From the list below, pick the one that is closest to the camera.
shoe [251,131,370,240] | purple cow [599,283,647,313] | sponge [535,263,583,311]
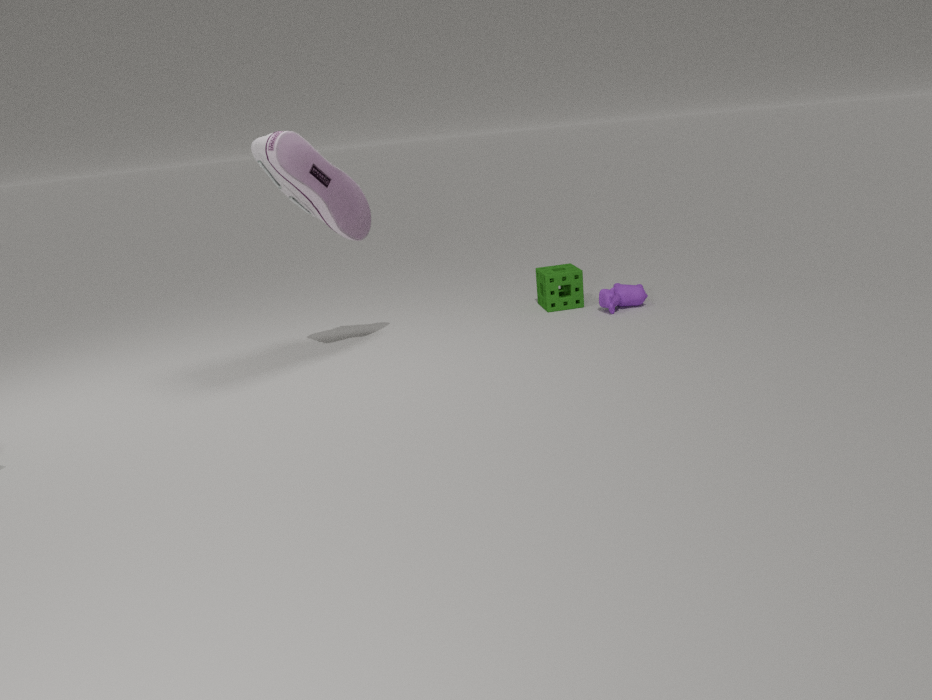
shoe [251,131,370,240]
